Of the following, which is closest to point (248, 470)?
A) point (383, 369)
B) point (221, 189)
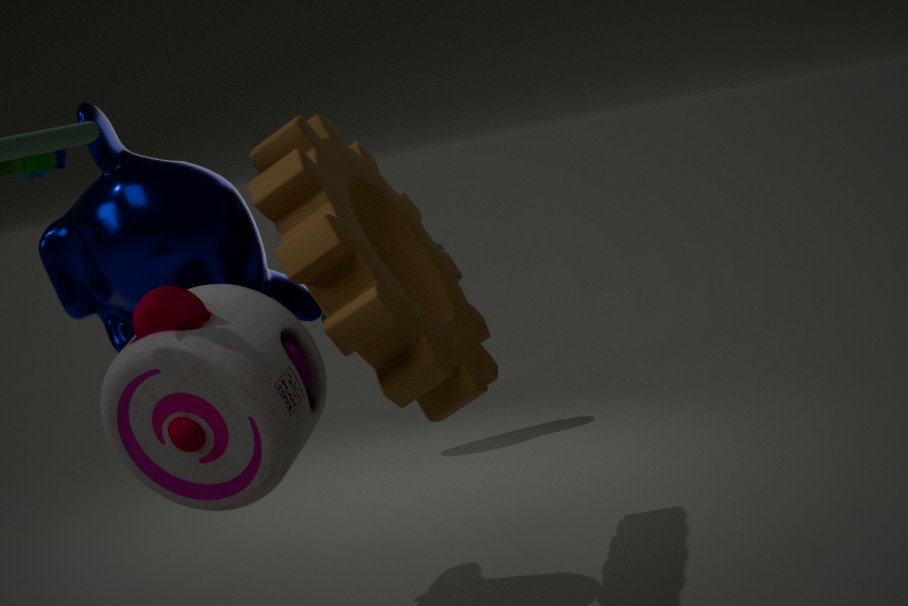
point (221, 189)
